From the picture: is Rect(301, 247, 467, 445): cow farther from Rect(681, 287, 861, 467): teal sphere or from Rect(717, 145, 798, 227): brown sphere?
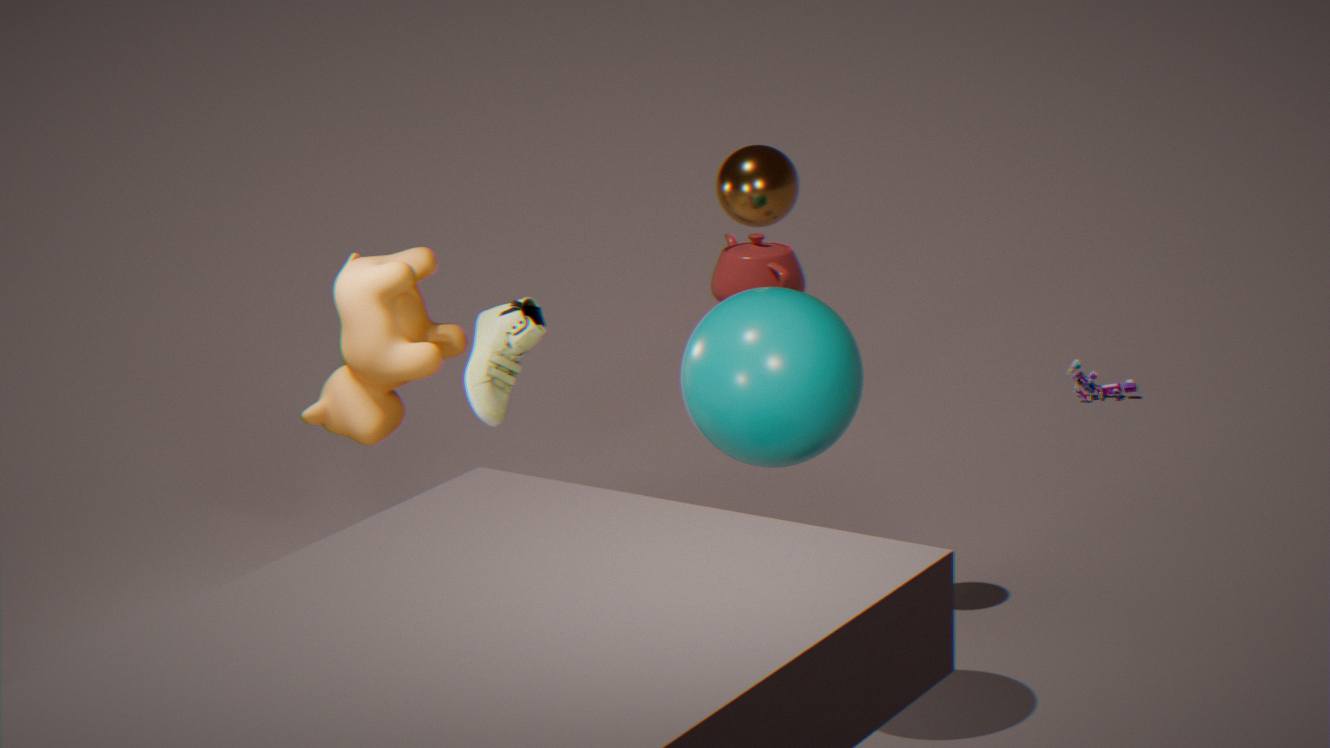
Rect(681, 287, 861, 467): teal sphere
